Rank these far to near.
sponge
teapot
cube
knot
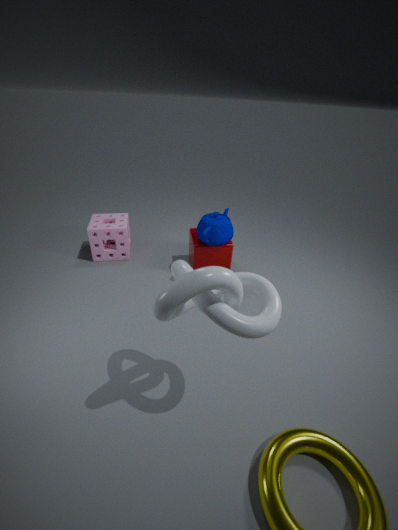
1. sponge
2. cube
3. teapot
4. knot
